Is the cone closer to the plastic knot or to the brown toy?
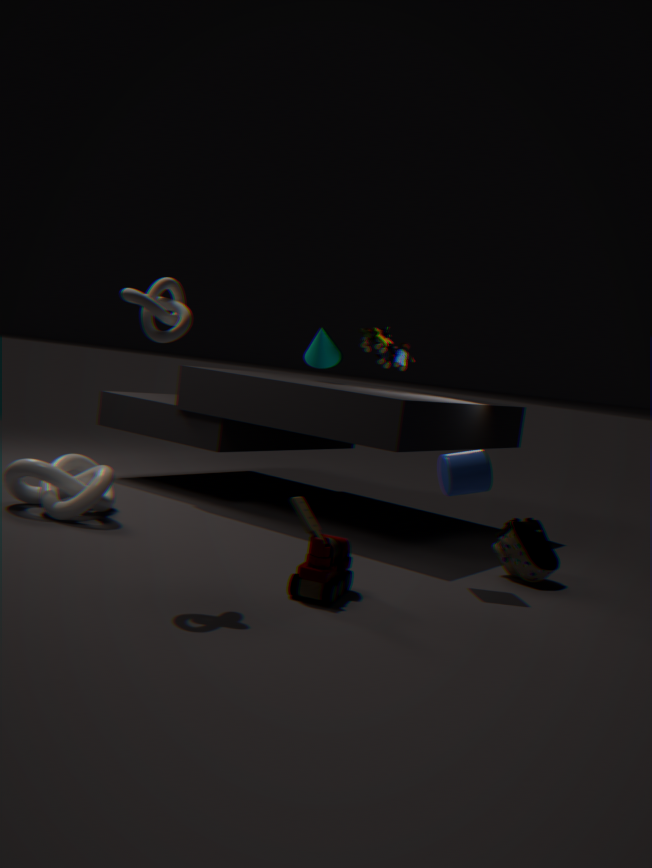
the brown toy
